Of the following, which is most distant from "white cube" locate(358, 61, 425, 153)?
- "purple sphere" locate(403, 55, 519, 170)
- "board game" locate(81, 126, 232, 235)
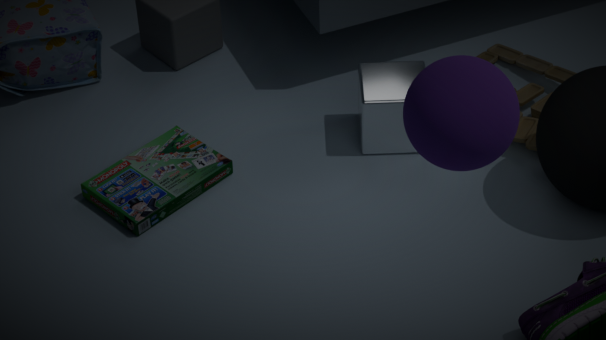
"purple sphere" locate(403, 55, 519, 170)
